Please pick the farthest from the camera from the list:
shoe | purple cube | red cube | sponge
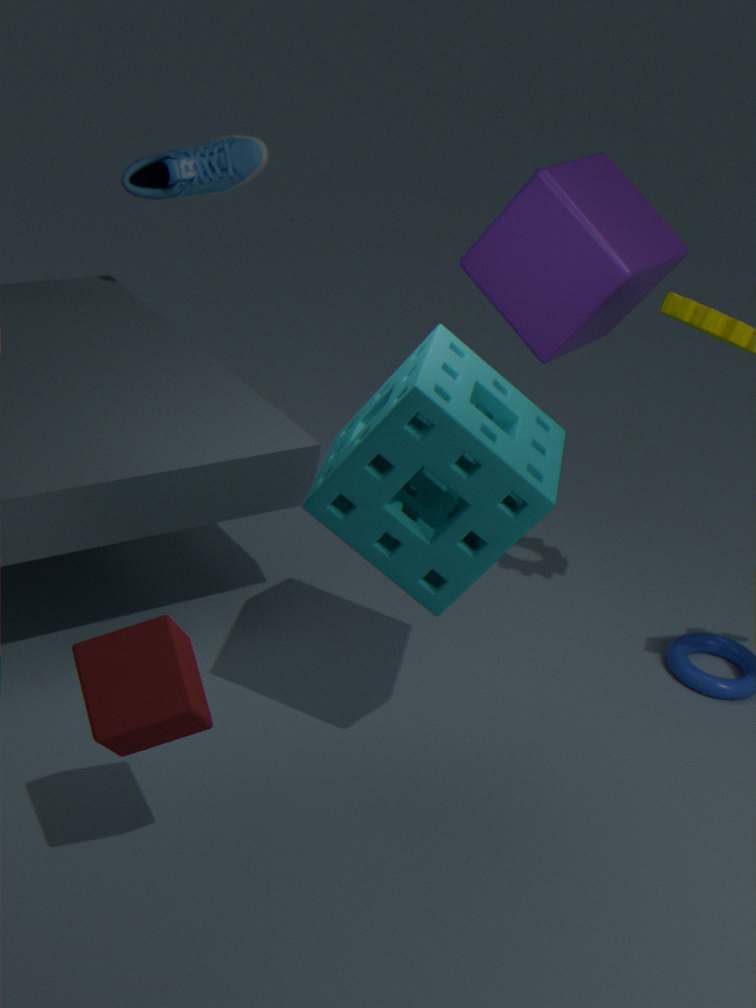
shoe
